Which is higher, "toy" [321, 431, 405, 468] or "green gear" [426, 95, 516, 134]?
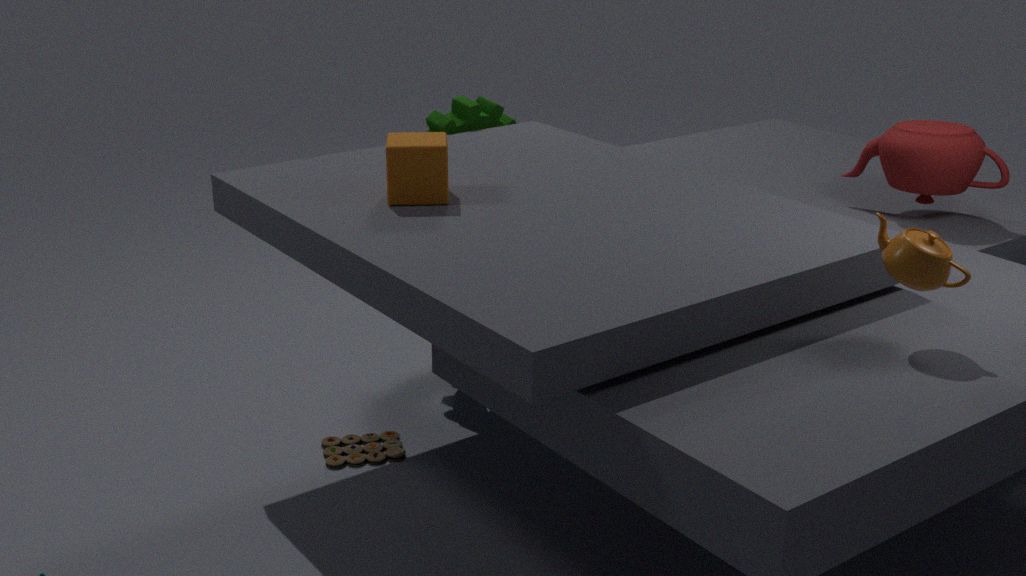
"green gear" [426, 95, 516, 134]
